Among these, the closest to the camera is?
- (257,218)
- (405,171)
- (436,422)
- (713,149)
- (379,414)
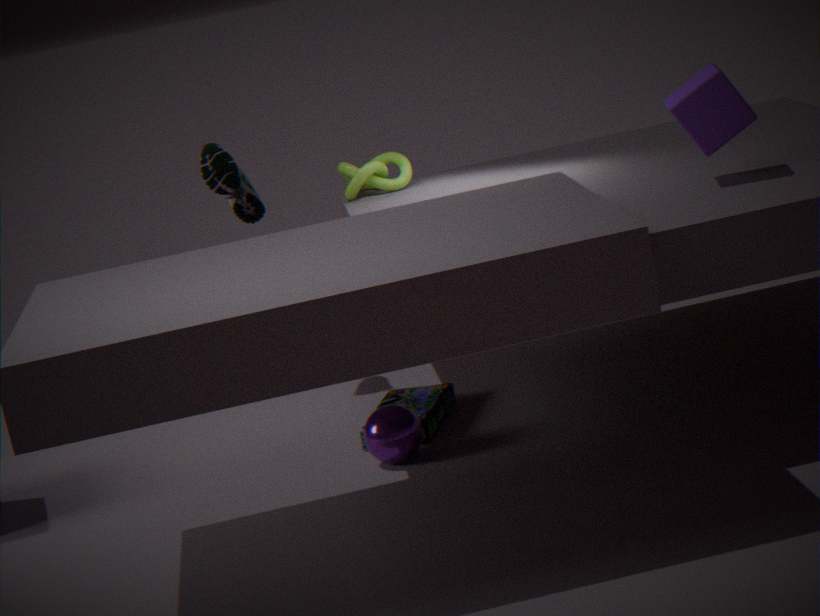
(713,149)
